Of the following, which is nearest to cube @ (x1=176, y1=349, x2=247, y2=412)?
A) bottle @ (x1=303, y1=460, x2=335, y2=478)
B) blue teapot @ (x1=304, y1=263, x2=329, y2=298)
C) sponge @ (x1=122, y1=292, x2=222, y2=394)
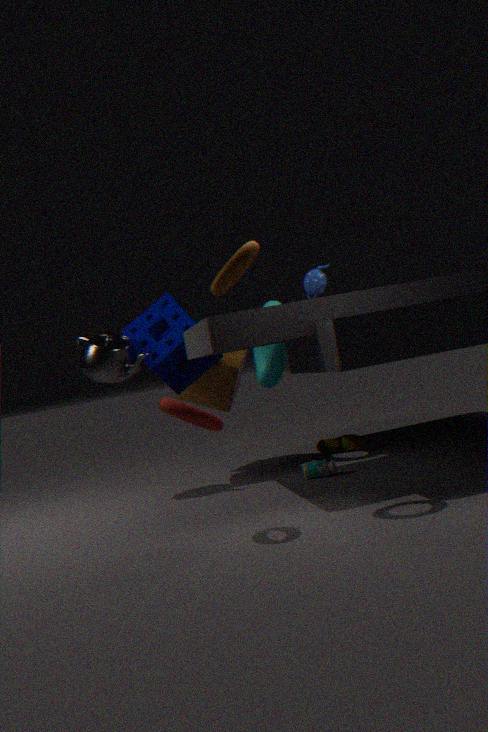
sponge @ (x1=122, y1=292, x2=222, y2=394)
